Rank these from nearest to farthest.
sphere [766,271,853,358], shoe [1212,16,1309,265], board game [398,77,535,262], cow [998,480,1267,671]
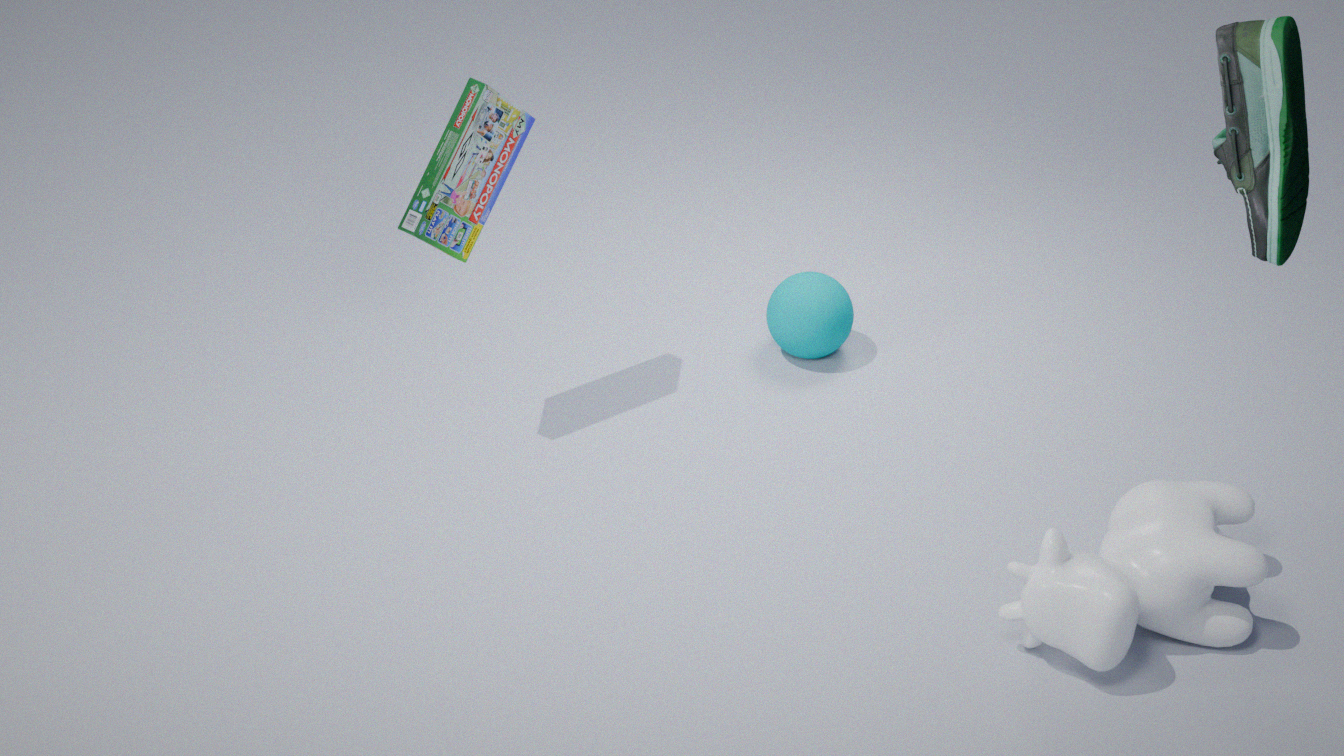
shoe [1212,16,1309,265]
cow [998,480,1267,671]
board game [398,77,535,262]
sphere [766,271,853,358]
